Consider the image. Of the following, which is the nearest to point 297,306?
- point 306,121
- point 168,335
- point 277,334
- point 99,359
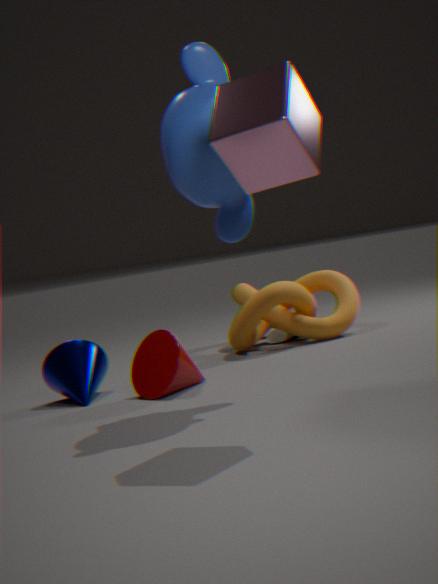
point 277,334
